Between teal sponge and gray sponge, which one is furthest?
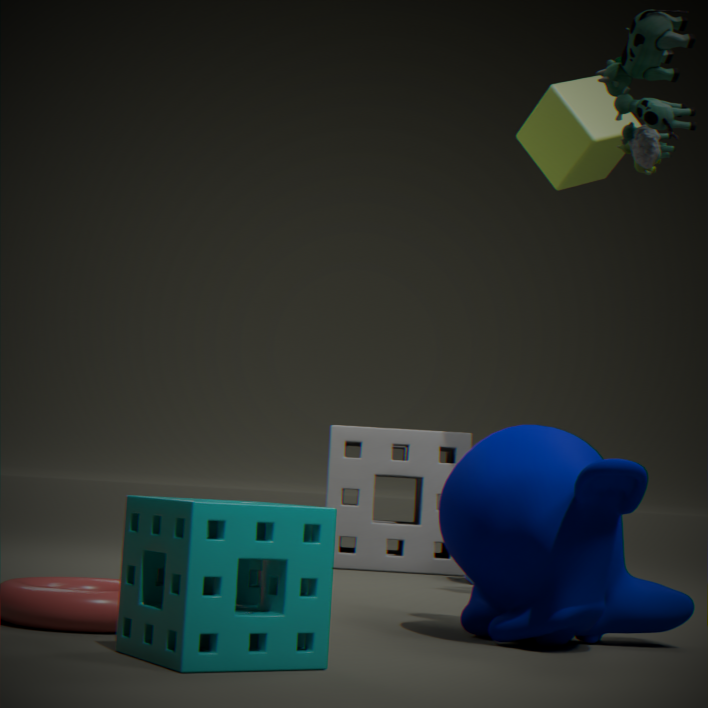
gray sponge
